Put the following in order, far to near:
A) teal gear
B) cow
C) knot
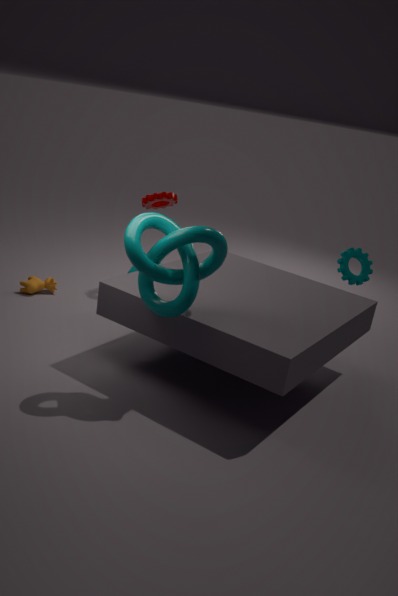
cow < teal gear < knot
